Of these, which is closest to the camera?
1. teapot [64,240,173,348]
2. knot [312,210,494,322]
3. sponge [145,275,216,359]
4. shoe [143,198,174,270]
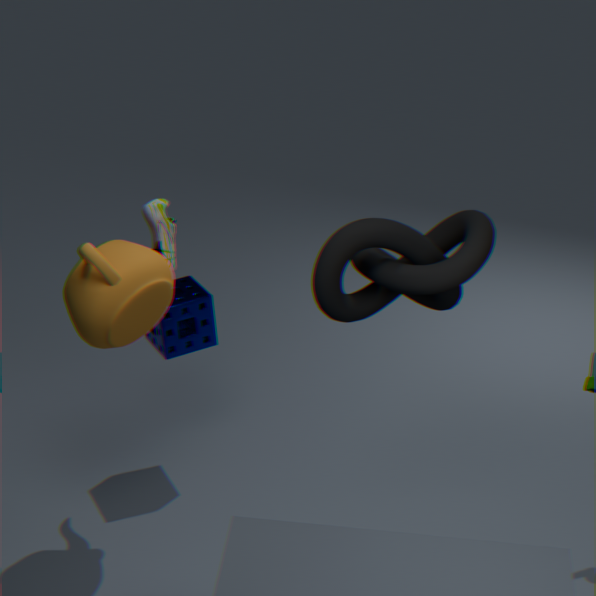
knot [312,210,494,322]
